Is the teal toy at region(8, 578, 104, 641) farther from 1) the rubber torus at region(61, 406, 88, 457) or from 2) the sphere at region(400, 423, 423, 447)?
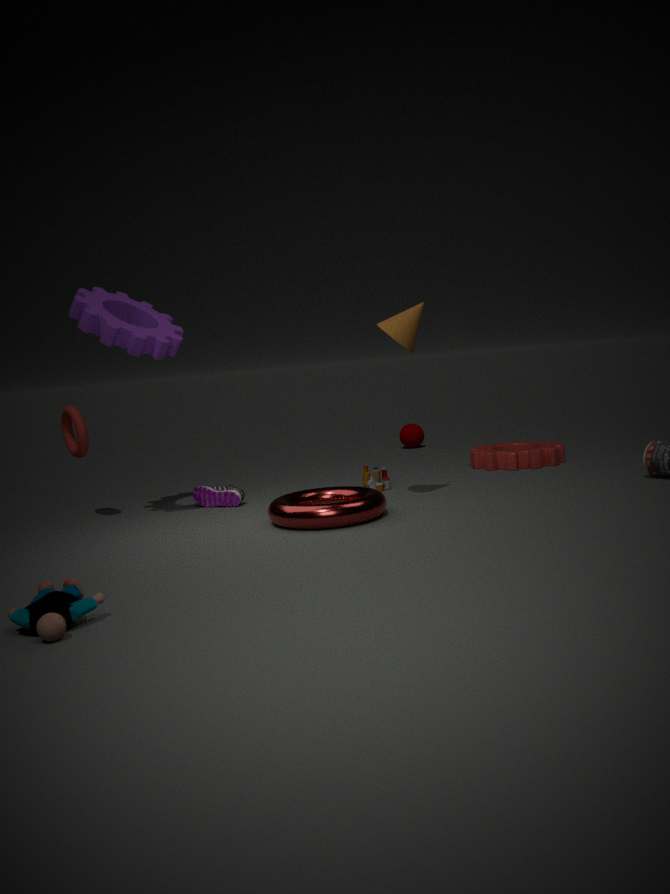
2) the sphere at region(400, 423, 423, 447)
